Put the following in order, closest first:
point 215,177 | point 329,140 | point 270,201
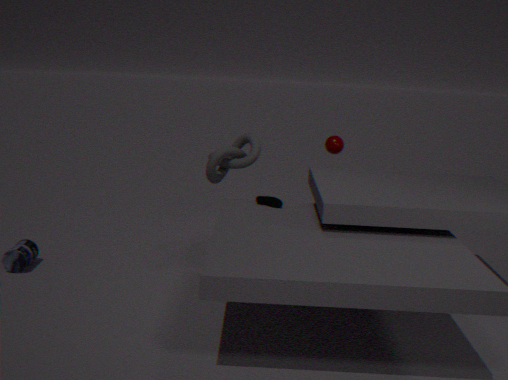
point 270,201 → point 215,177 → point 329,140
